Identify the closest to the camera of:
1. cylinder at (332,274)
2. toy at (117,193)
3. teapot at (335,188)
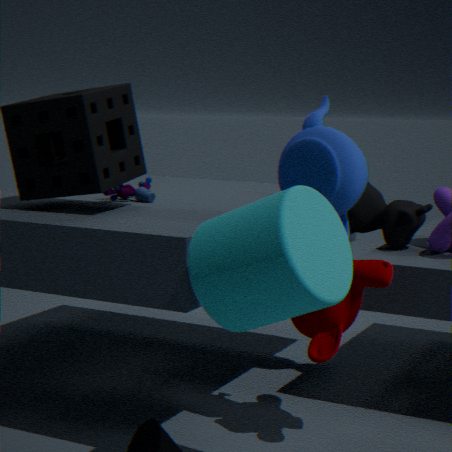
cylinder at (332,274)
